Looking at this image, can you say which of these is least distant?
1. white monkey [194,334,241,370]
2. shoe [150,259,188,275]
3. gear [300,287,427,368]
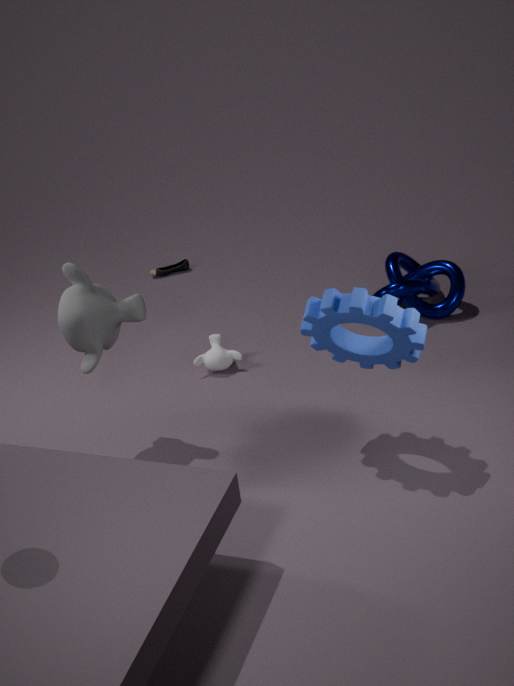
gear [300,287,427,368]
